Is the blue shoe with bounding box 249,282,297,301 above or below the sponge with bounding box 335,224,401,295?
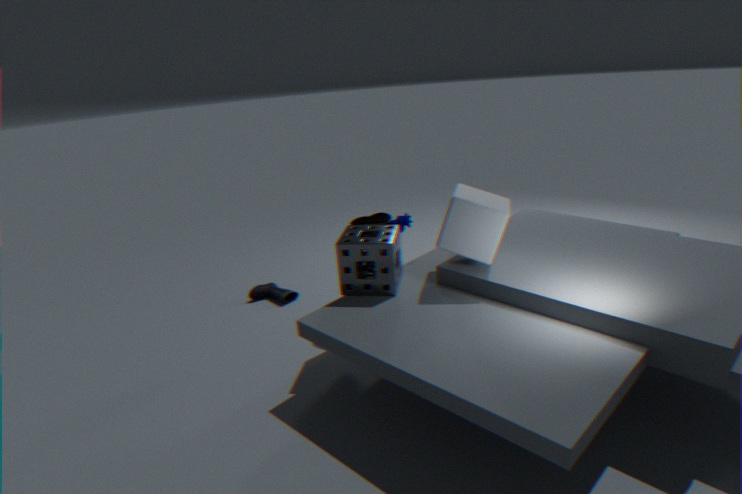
below
